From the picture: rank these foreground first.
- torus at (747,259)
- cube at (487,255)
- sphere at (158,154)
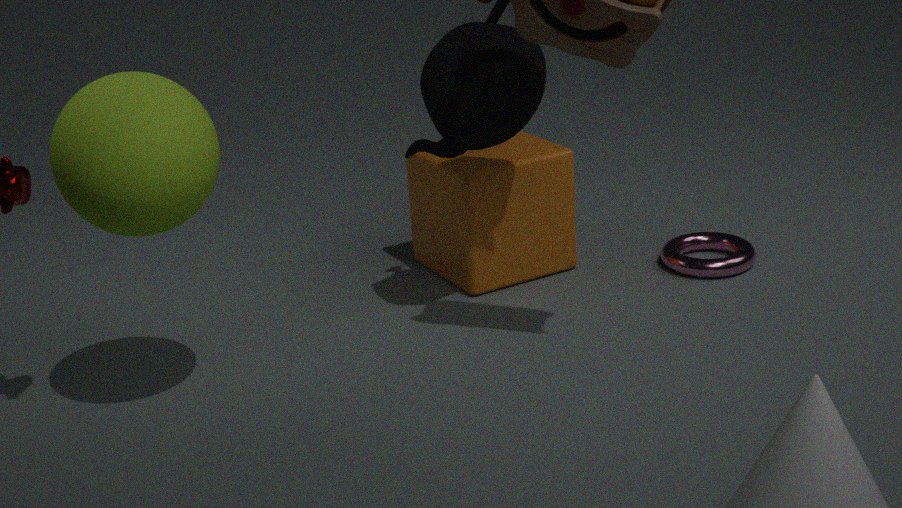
sphere at (158,154) < cube at (487,255) < torus at (747,259)
